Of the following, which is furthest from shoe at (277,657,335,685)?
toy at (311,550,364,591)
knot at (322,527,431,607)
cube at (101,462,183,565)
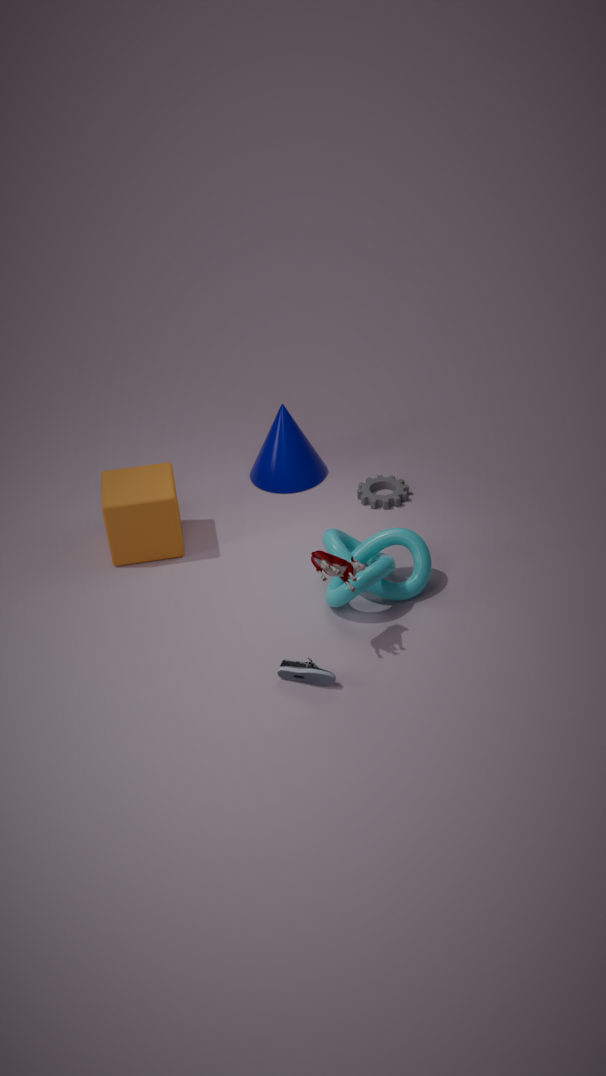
cube at (101,462,183,565)
